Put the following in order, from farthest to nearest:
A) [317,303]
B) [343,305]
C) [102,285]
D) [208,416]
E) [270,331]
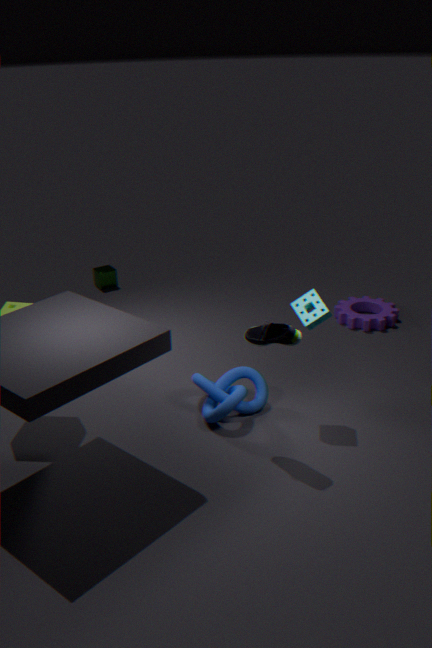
1. [102,285]
2. [343,305]
3. [208,416]
4. [317,303]
5. [270,331]
